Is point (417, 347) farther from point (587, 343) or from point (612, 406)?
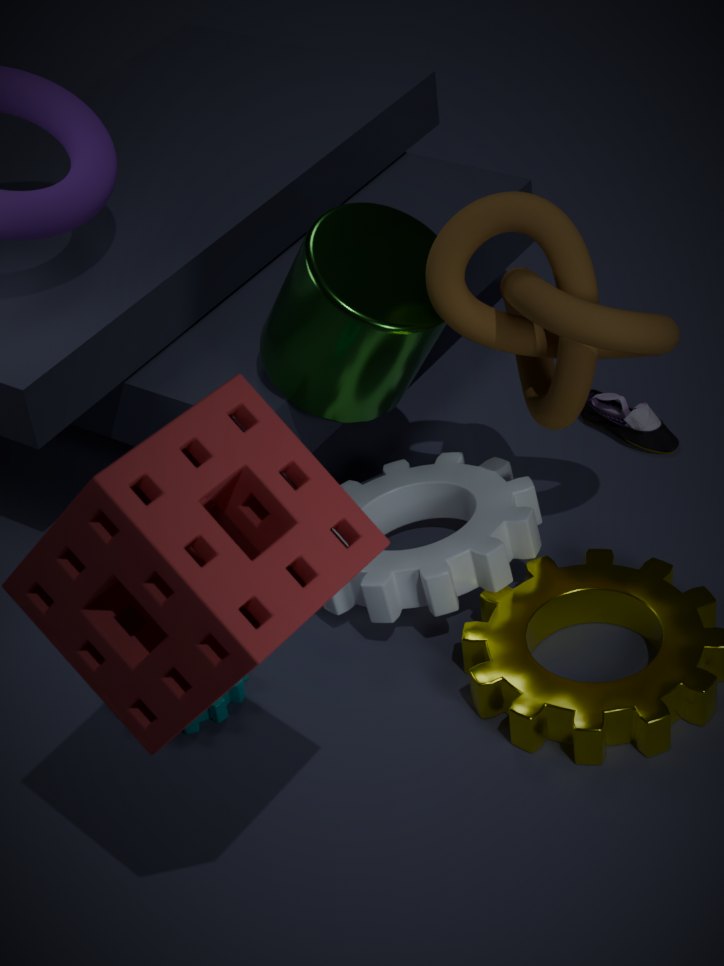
point (612, 406)
